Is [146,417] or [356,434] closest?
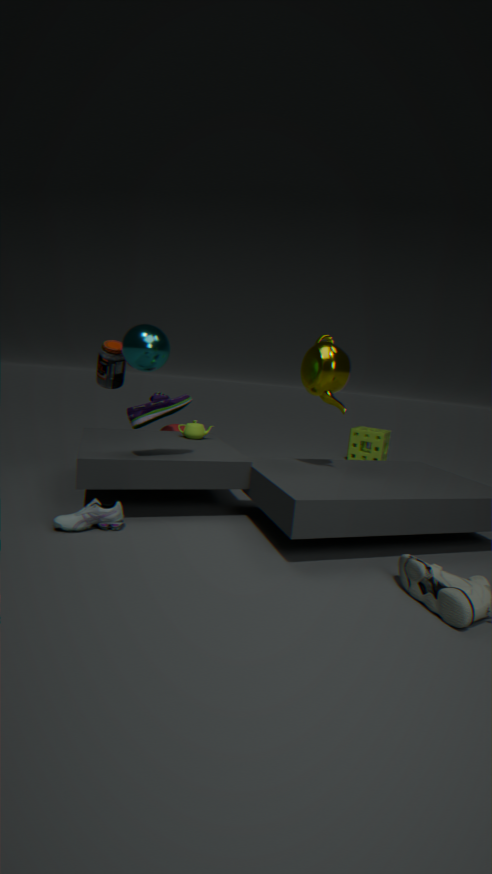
[146,417]
